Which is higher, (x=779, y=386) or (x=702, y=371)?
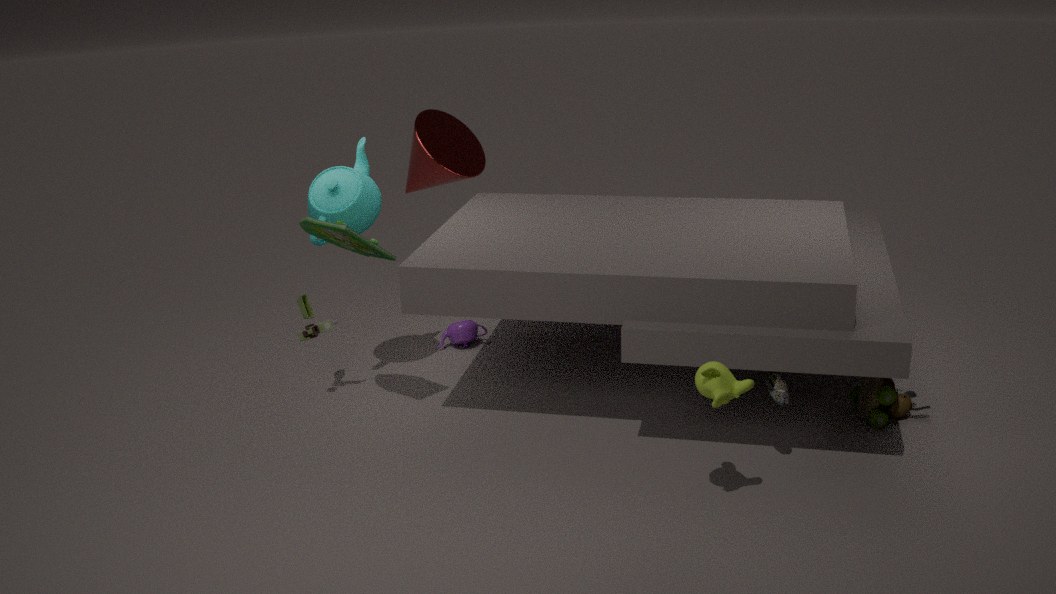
(x=702, y=371)
